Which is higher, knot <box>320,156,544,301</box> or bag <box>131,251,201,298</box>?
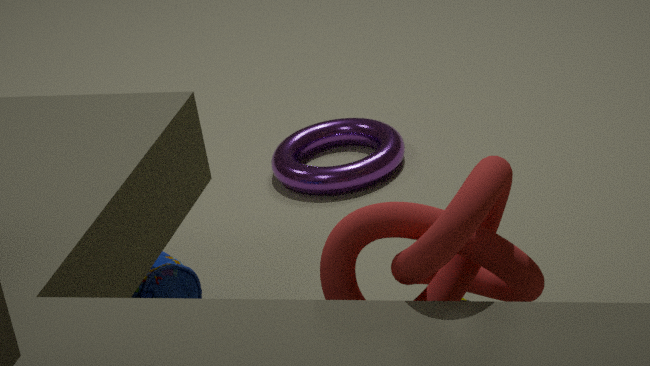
knot <box>320,156,544,301</box>
